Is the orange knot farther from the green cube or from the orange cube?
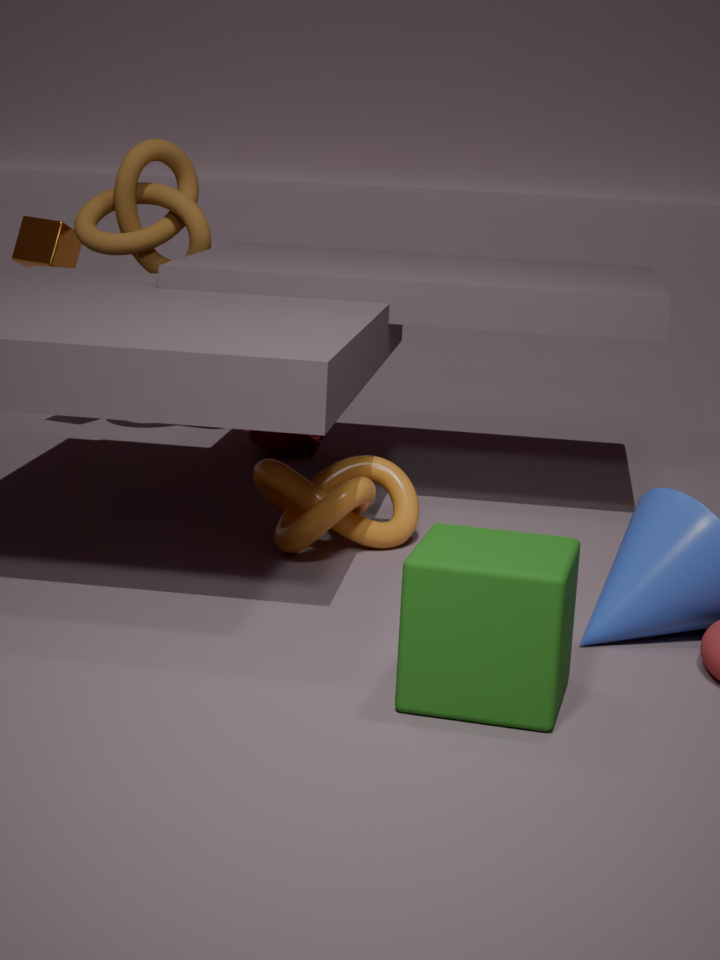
the orange cube
